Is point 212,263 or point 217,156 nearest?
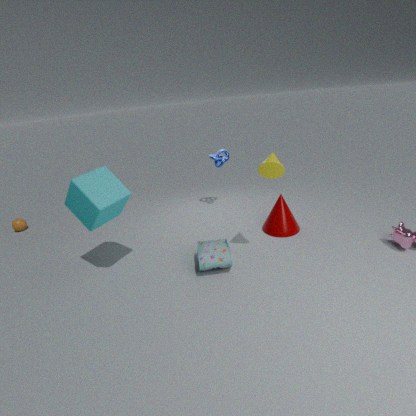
point 212,263
